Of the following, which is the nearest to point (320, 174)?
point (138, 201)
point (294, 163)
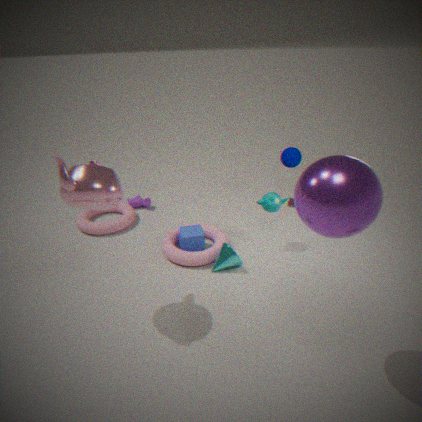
point (294, 163)
